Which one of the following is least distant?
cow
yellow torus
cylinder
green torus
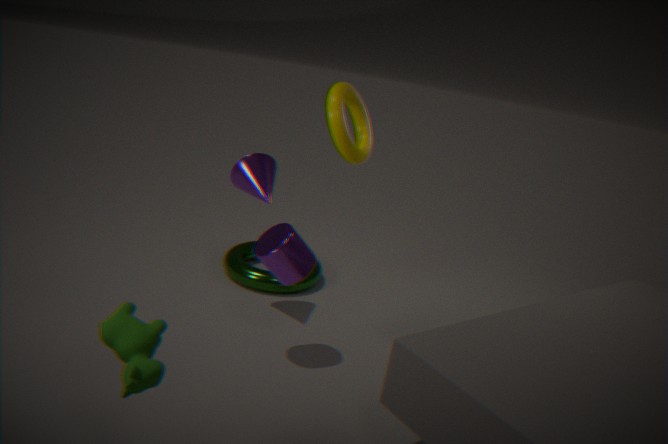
cow
